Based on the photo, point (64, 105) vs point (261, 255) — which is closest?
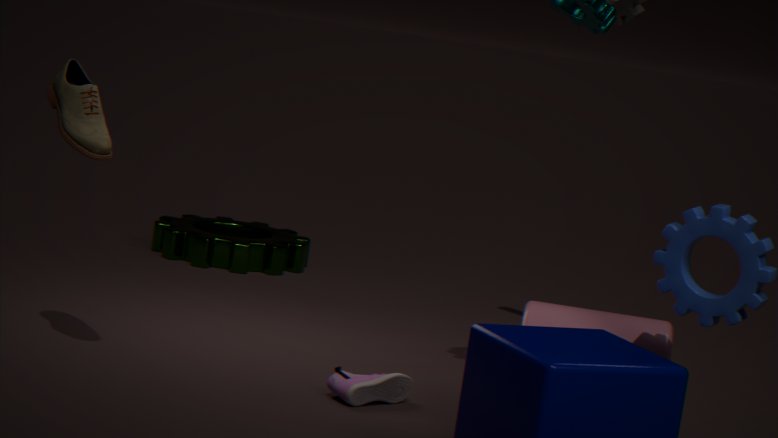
point (64, 105)
